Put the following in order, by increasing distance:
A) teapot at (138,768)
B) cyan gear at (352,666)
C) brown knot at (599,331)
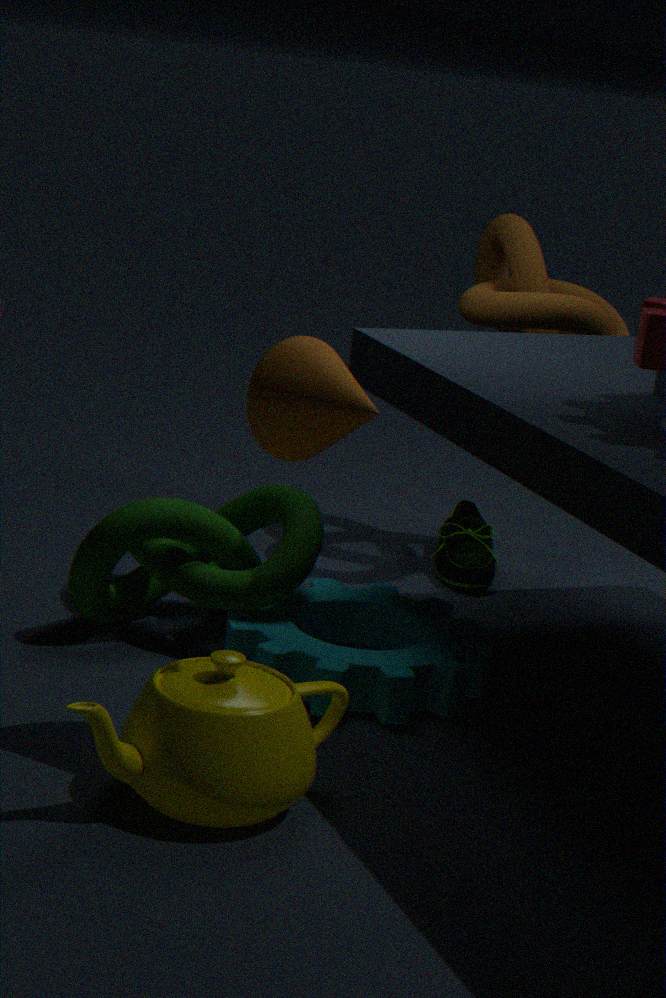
teapot at (138,768) → cyan gear at (352,666) → brown knot at (599,331)
